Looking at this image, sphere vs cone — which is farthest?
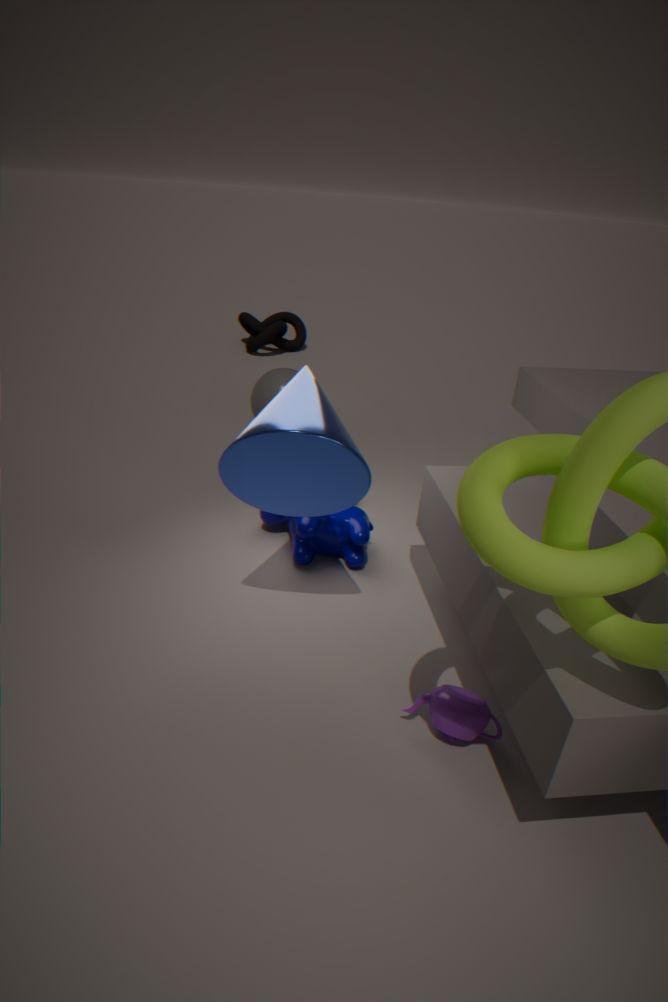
sphere
